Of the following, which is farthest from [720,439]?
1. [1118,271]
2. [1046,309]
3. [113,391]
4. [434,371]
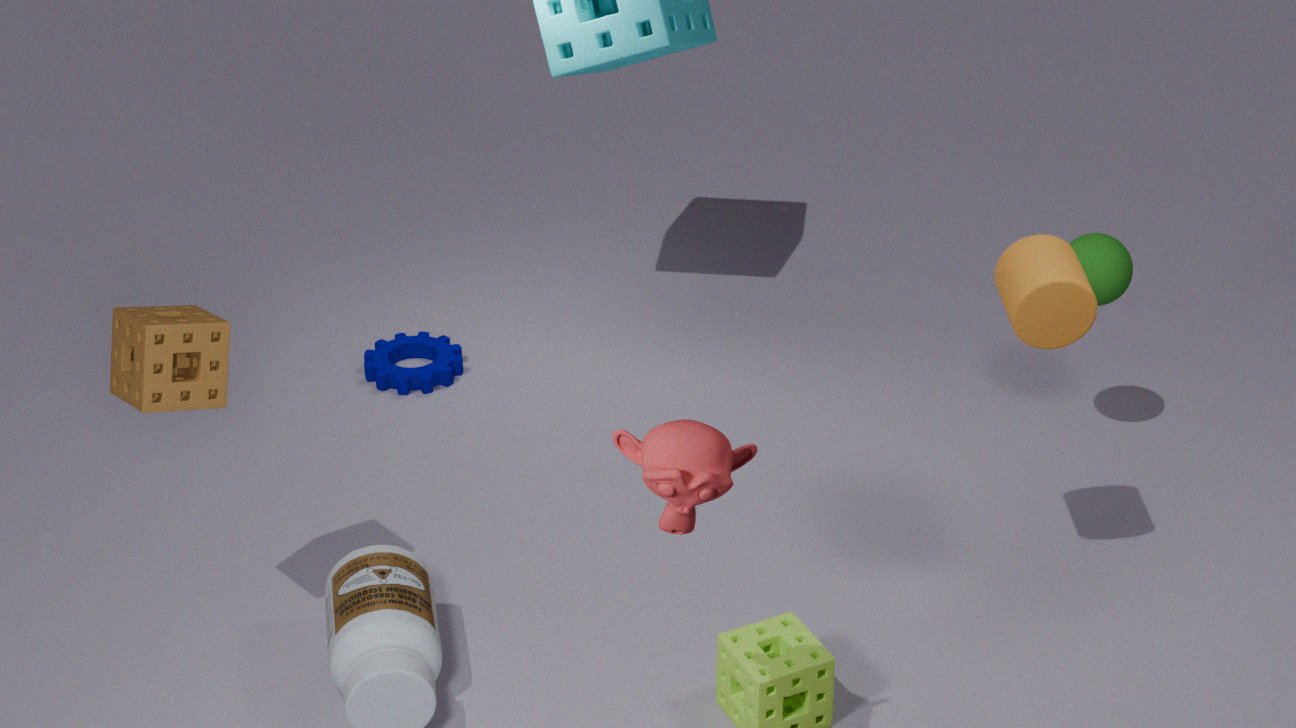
[434,371]
